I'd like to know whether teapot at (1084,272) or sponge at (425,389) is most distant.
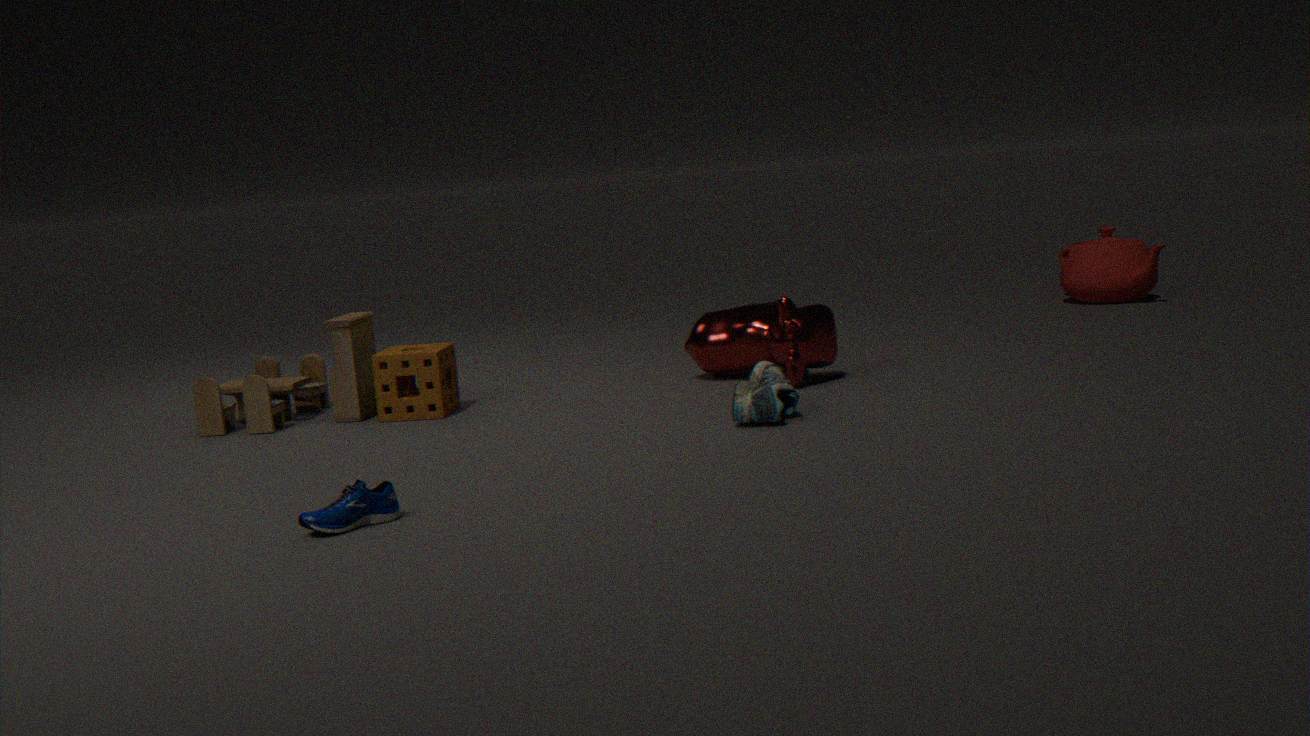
teapot at (1084,272)
